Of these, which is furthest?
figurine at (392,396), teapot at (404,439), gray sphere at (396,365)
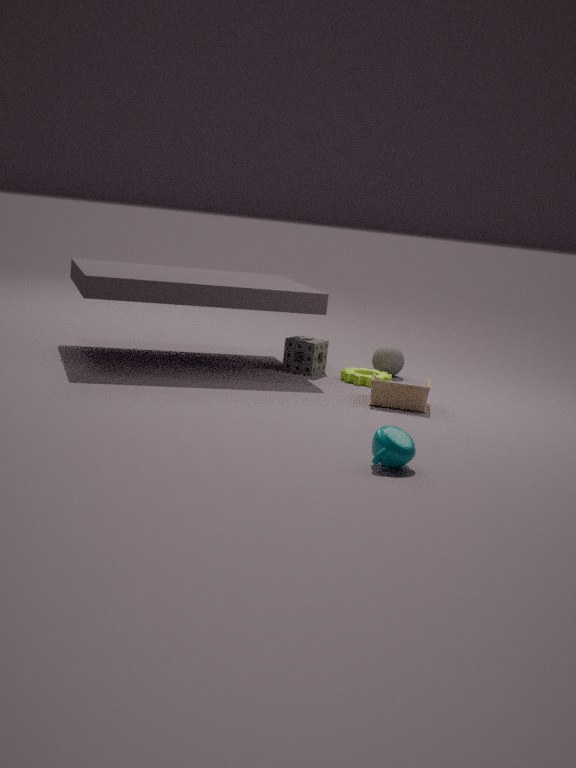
gray sphere at (396,365)
